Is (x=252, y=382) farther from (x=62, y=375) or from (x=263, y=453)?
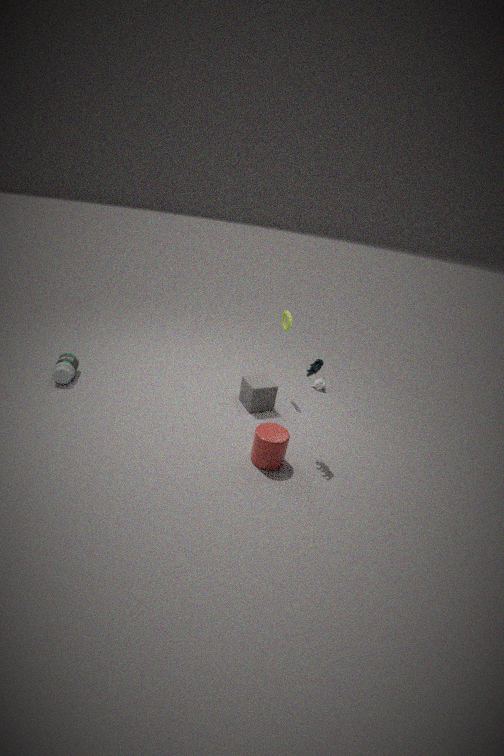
(x=62, y=375)
